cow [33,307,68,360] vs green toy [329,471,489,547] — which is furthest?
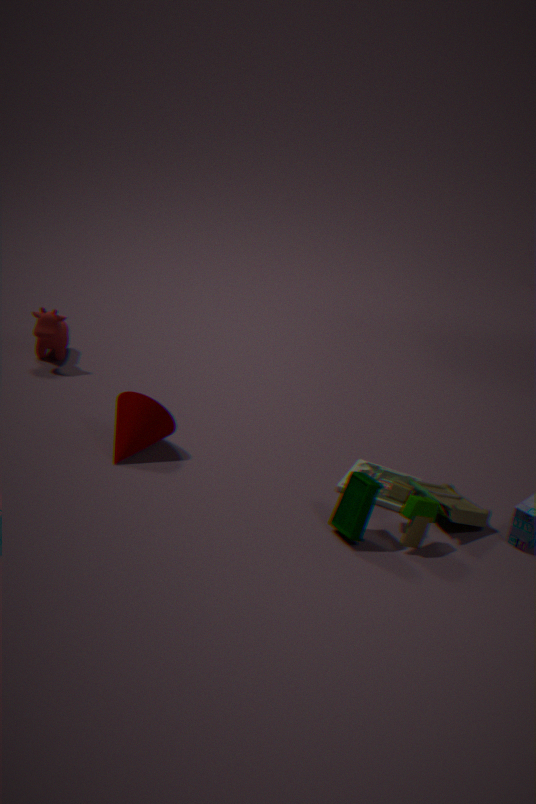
cow [33,307,68,360]
